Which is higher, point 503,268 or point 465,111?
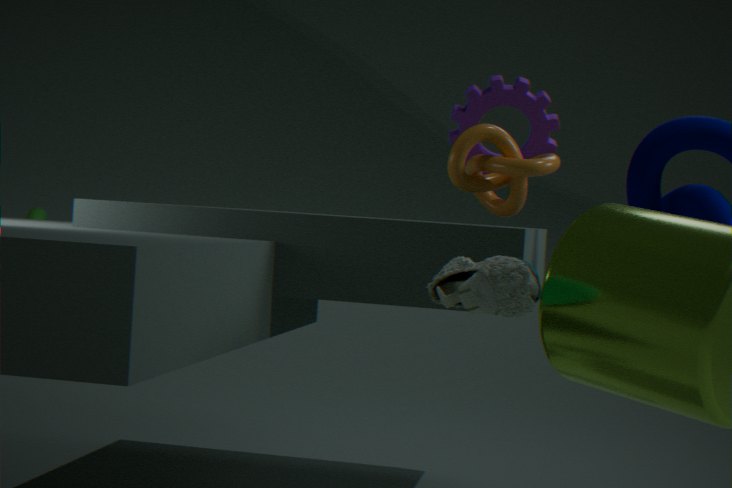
point 465,111
